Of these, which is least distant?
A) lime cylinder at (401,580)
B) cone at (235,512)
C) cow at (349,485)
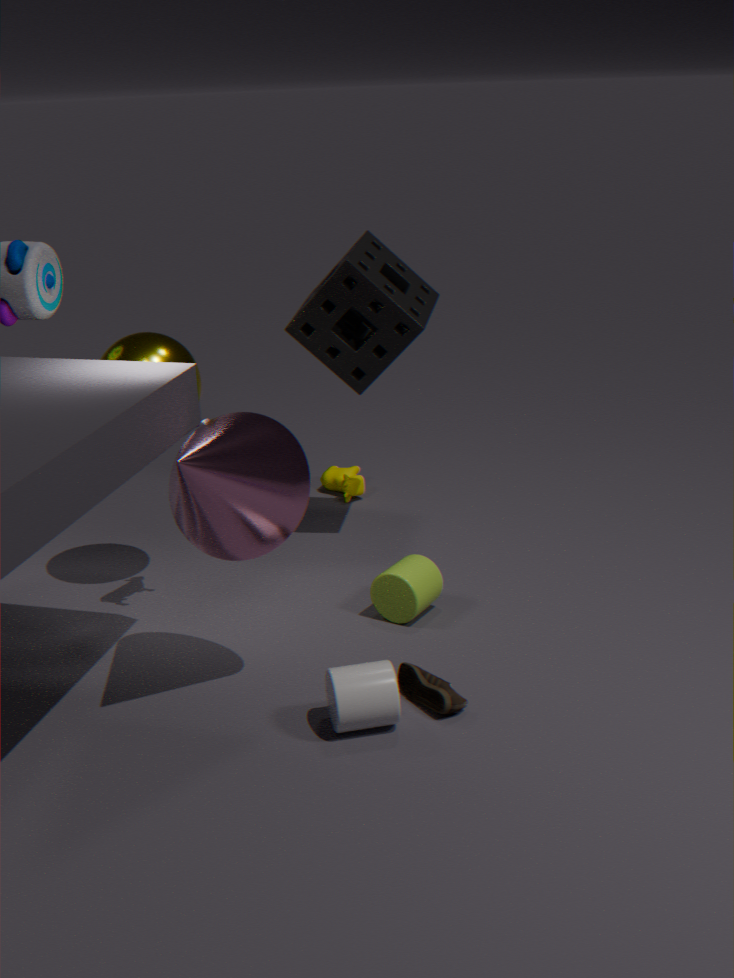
cone at (235,512)
